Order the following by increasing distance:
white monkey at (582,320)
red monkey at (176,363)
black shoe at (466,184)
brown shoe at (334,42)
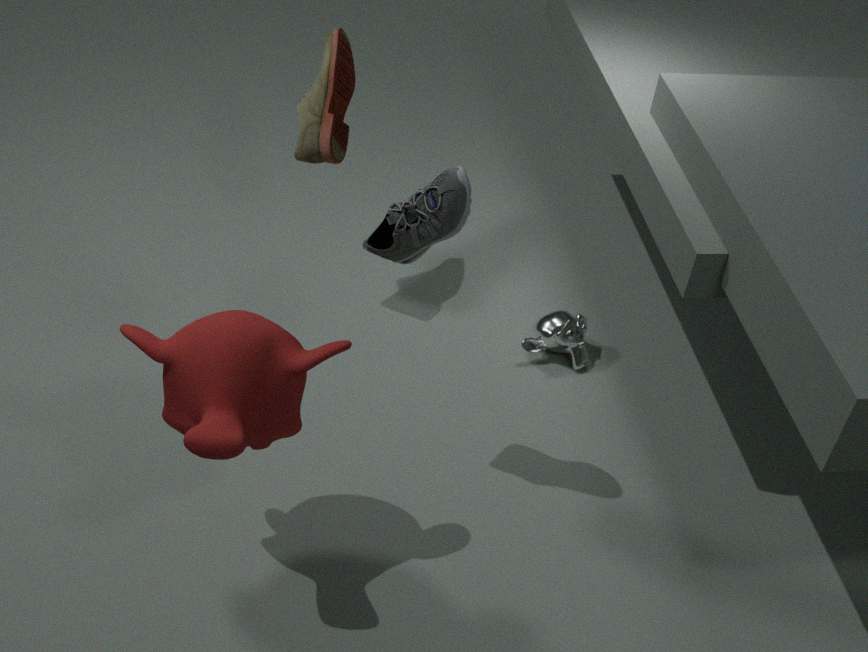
red monkey at (176,363) → black shoe at (466,184) → brown shoe at (334,42) → white monkey at (582,320)
